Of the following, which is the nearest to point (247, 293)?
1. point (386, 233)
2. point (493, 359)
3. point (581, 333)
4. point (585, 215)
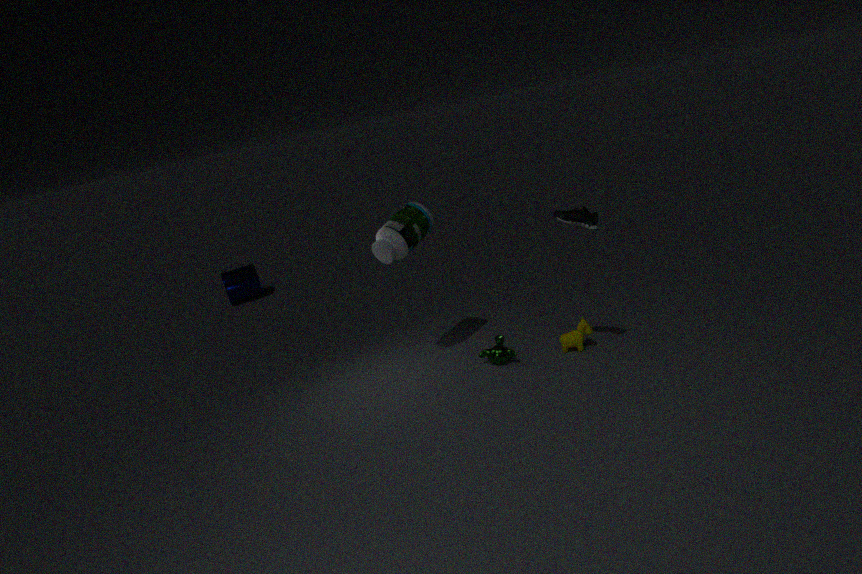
point (386, 233)
